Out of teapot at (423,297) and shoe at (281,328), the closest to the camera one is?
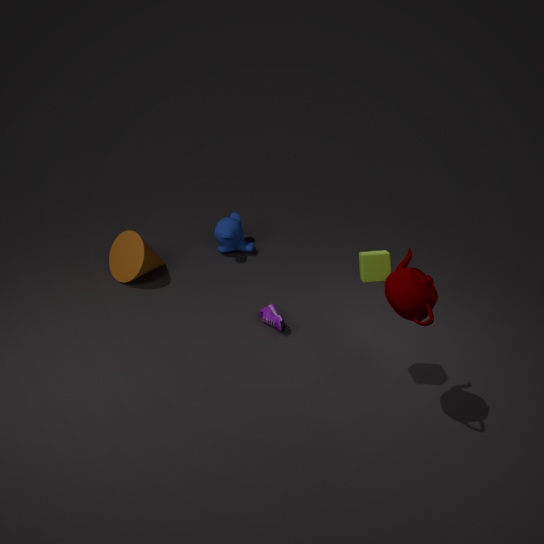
teapot at (423,297)
